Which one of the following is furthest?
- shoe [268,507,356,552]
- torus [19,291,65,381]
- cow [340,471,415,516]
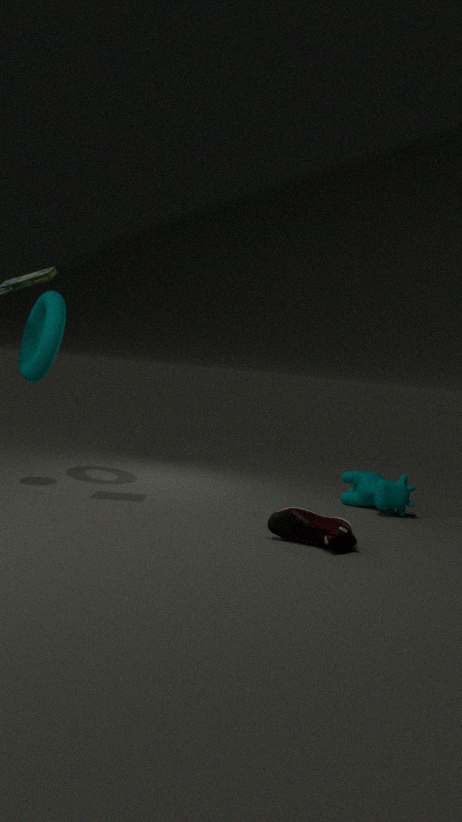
cow [340,471,415,516]
